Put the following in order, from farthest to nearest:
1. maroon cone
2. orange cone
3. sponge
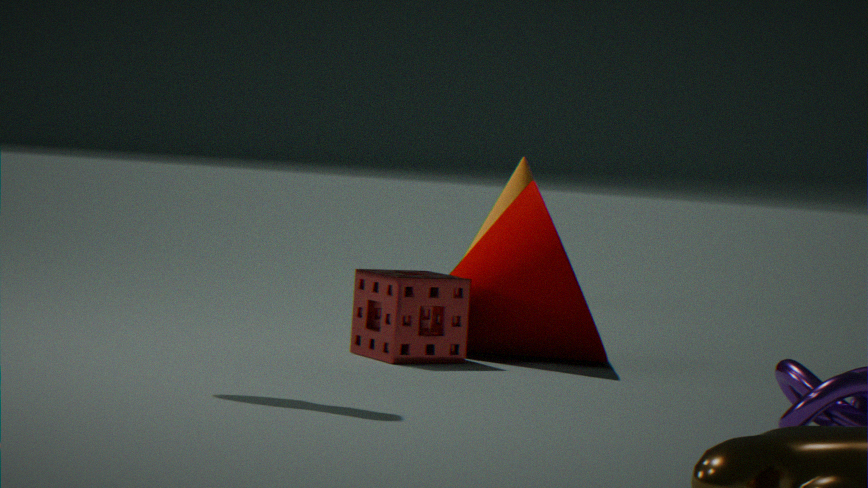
orange cone
maroon cone
sponge
